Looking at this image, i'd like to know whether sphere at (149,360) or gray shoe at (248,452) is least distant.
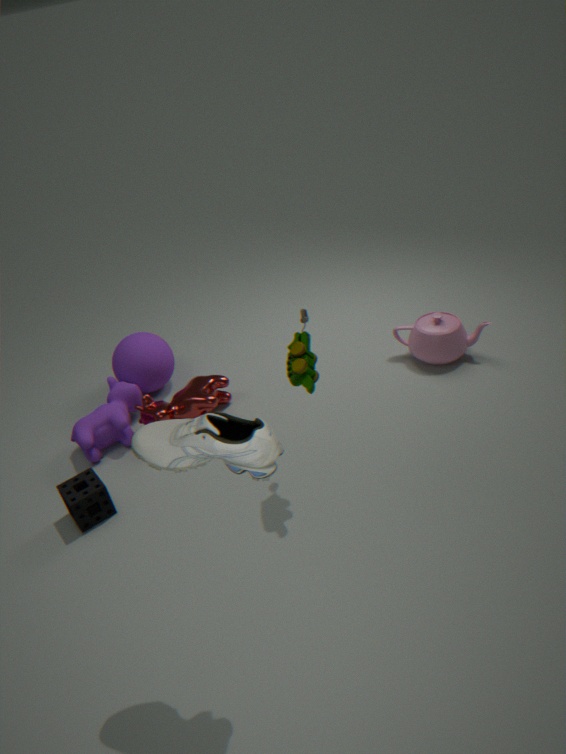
gray shoe at (248,452)
